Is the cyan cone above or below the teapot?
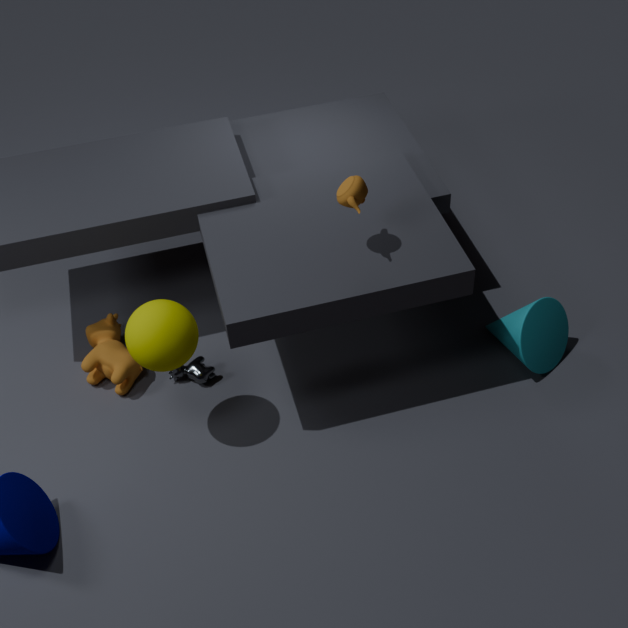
below
